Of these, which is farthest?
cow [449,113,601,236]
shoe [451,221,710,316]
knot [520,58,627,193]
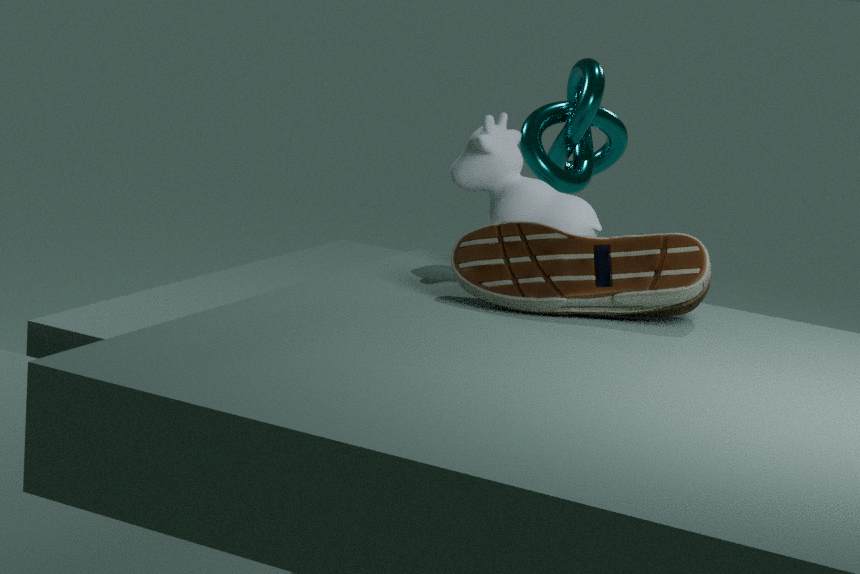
knot [520,58,627,193]
